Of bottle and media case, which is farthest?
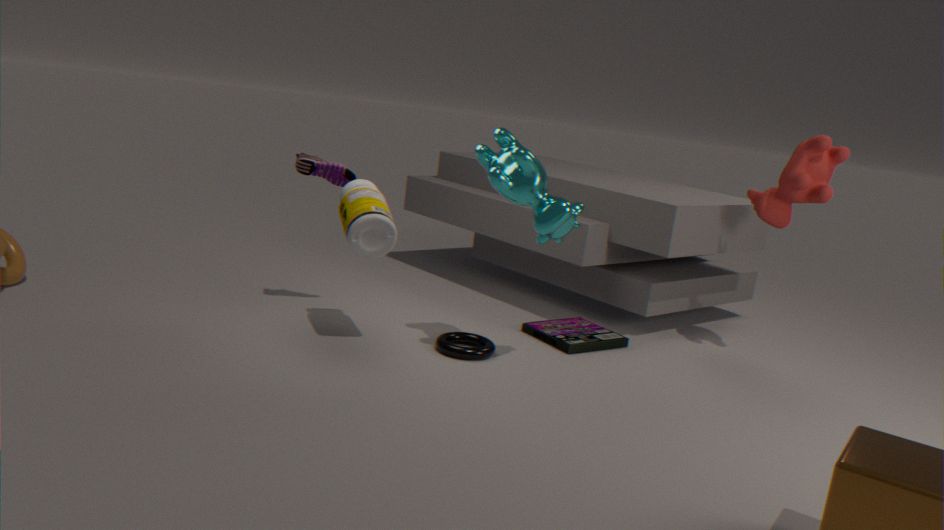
media case
